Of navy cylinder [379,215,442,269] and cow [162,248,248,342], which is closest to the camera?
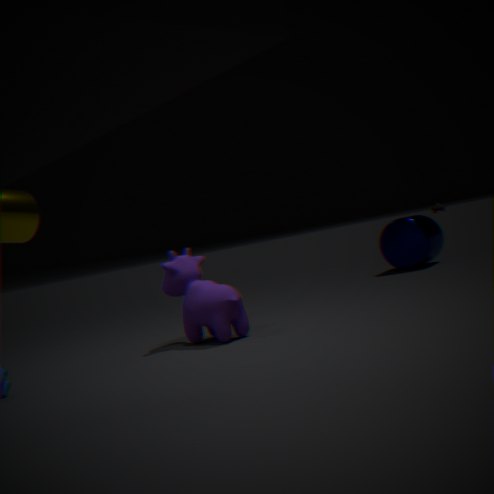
cow [162,248,248,342]
